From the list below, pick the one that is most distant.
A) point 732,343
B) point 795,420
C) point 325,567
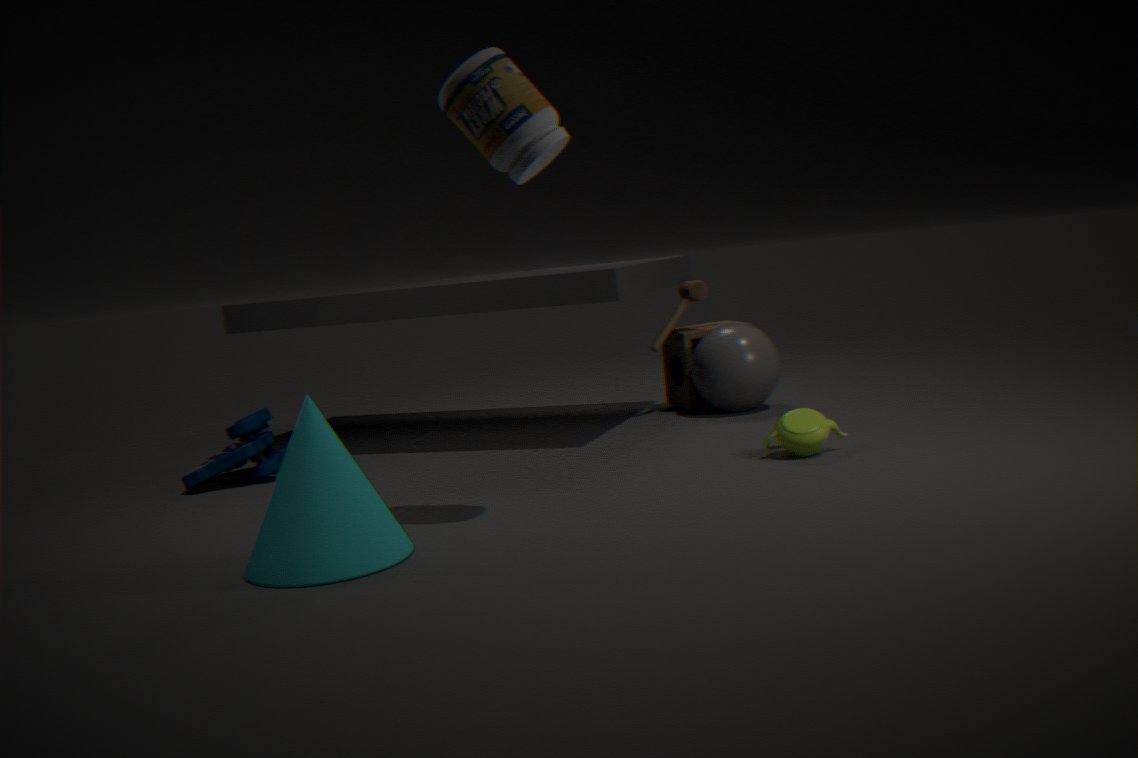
point 732,343
